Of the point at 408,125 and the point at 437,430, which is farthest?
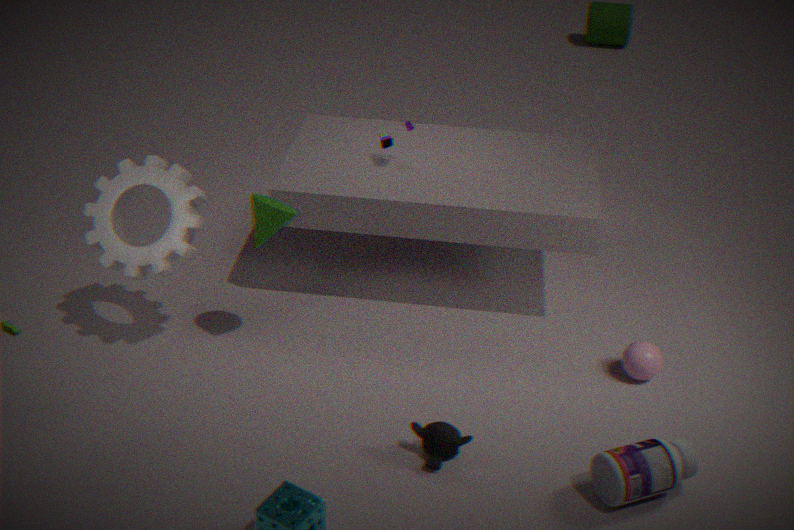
the point at 408,125
